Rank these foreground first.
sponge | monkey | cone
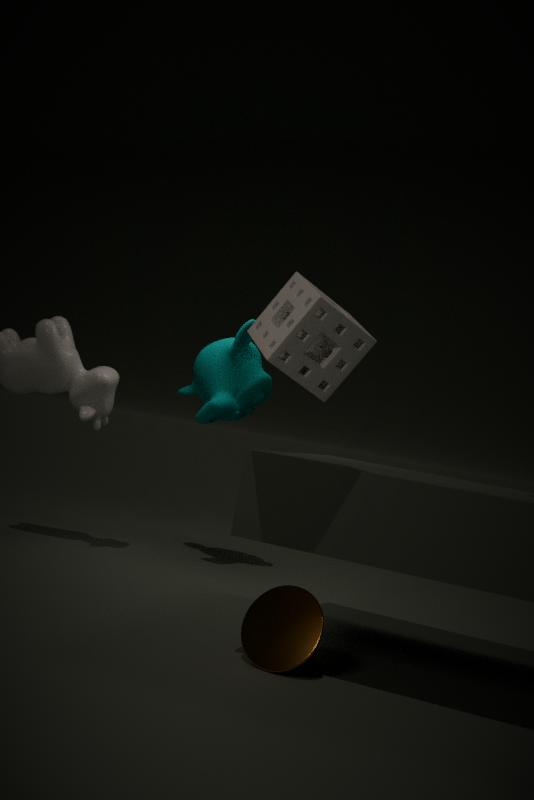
1. sponge
2. cone
3. monkey
